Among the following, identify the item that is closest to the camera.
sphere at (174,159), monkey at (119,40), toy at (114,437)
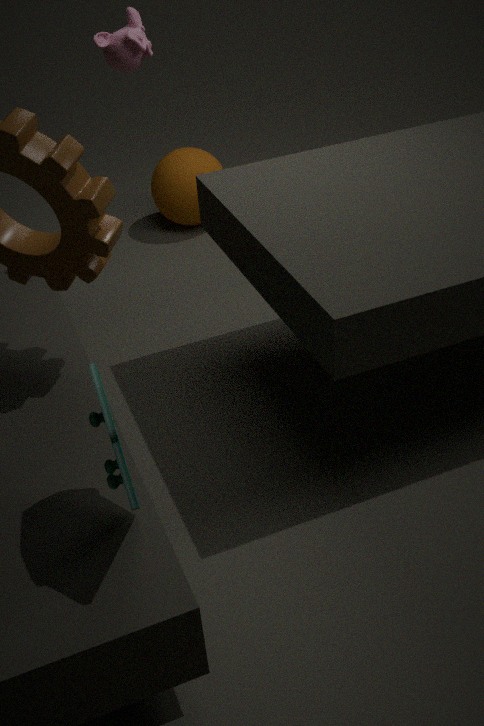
toy at (114,437)
